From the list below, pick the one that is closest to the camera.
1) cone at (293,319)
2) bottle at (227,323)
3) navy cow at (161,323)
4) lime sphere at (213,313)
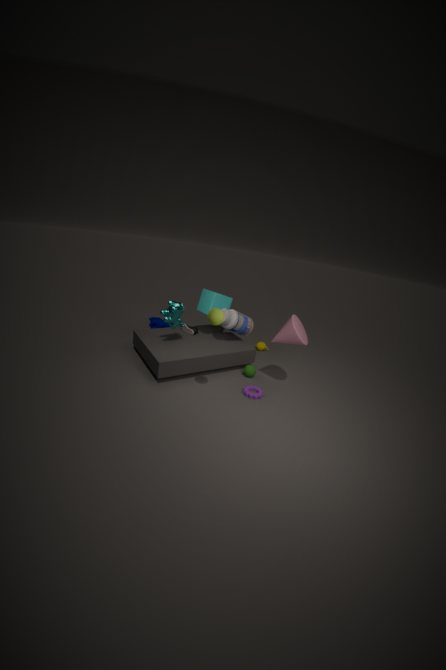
4. lime sphere at (213,313)
